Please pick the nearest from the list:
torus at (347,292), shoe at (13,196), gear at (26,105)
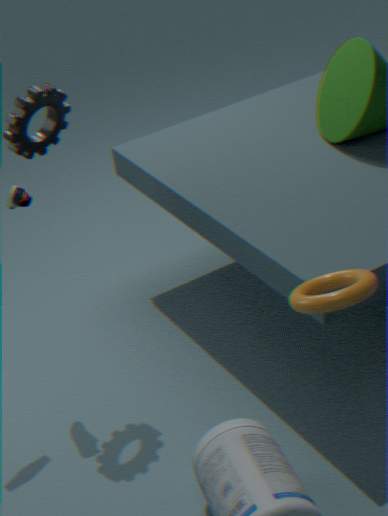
torus at (347,292)
